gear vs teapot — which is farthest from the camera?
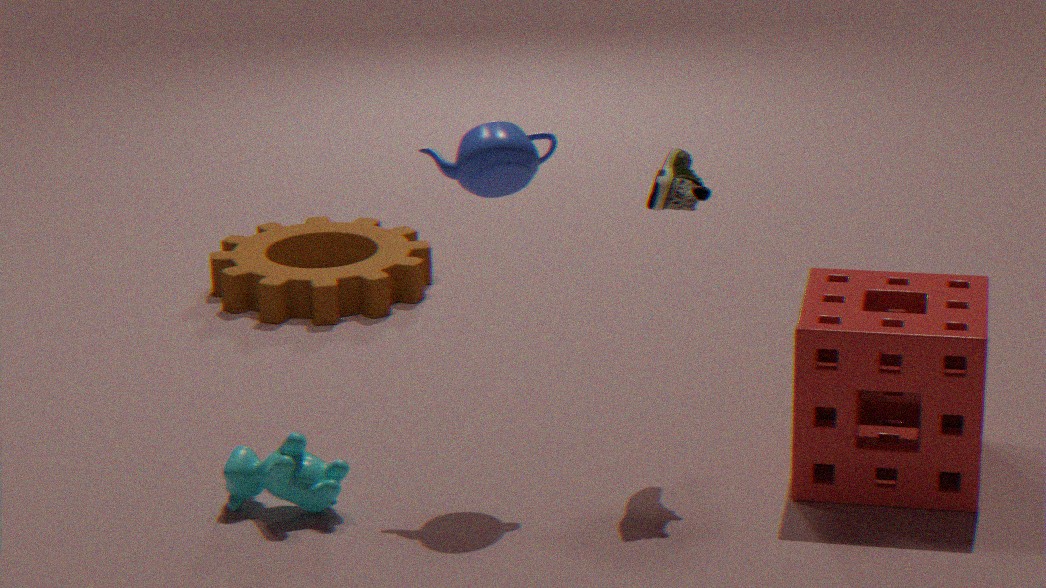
gear
